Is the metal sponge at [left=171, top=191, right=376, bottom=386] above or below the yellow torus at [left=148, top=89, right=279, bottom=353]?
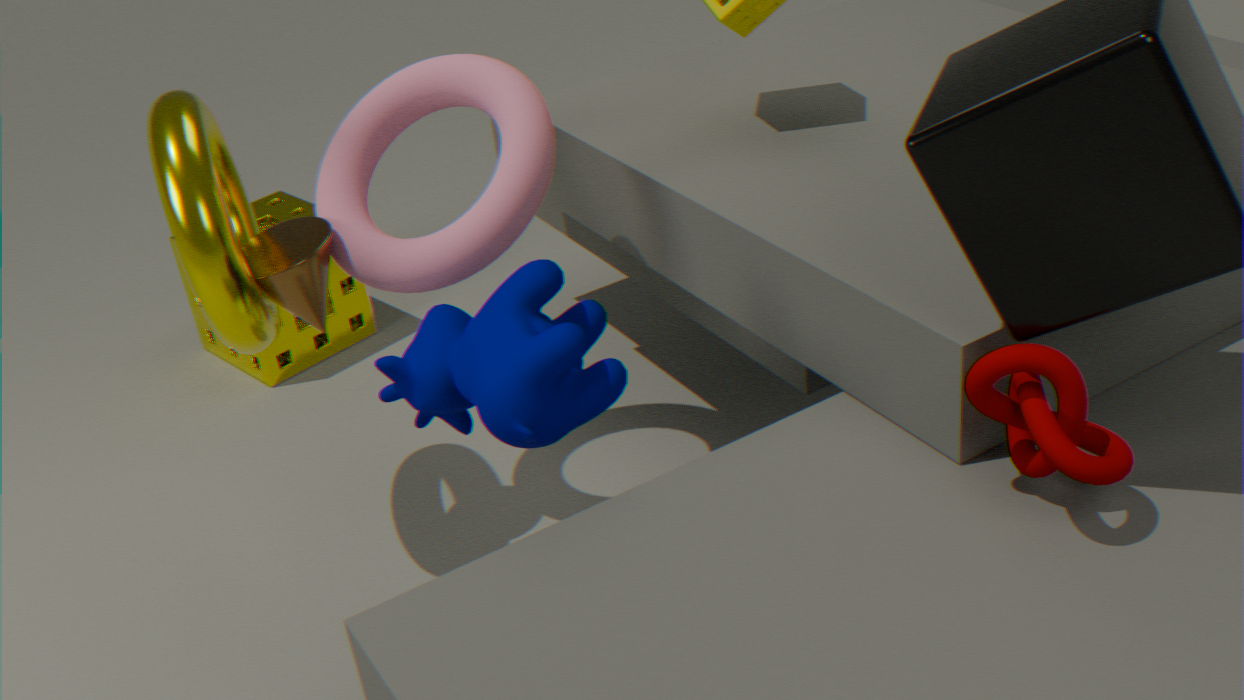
below
